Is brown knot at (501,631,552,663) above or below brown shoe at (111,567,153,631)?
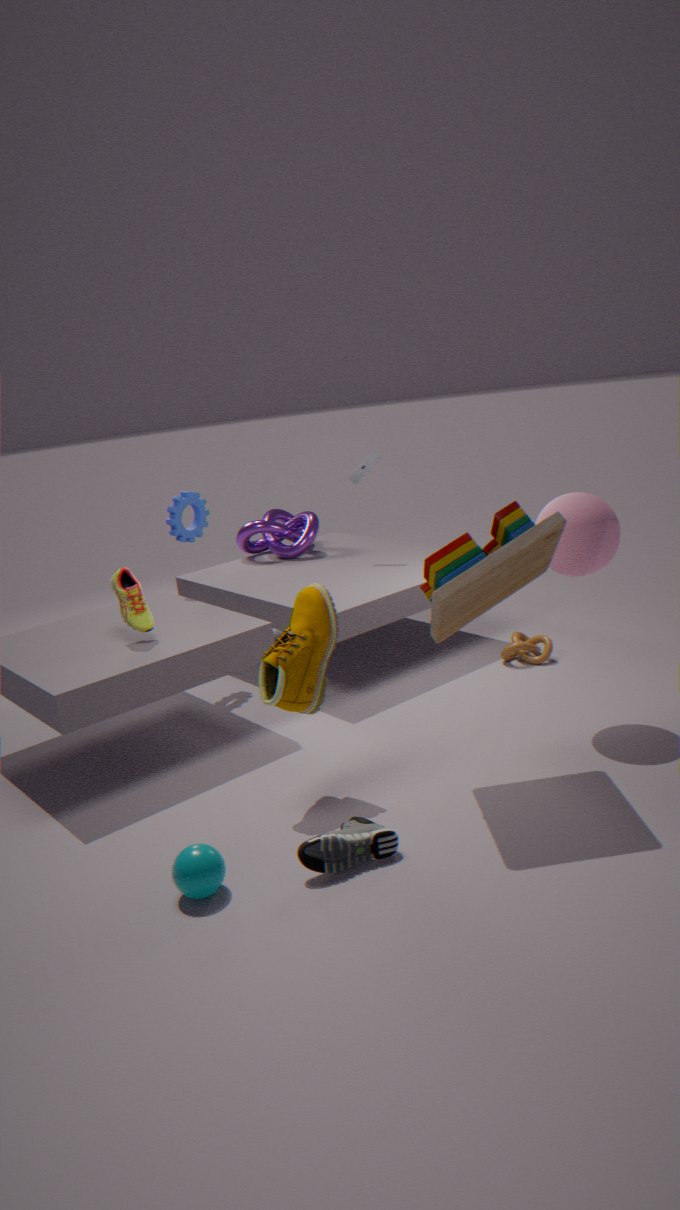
below
